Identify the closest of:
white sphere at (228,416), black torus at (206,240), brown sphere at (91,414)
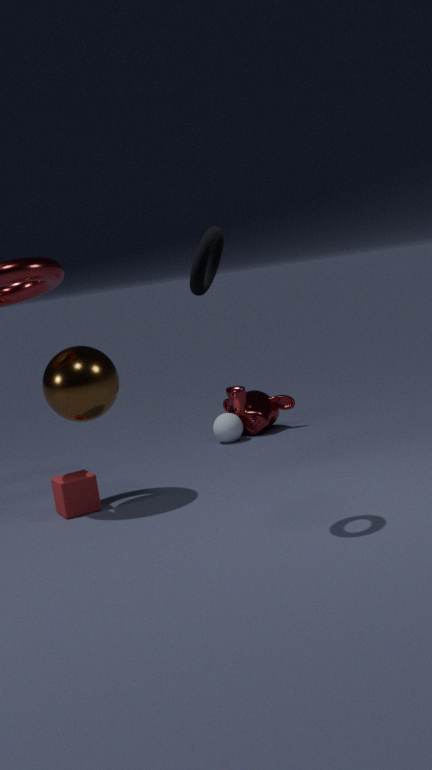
black torus at (206,240)
